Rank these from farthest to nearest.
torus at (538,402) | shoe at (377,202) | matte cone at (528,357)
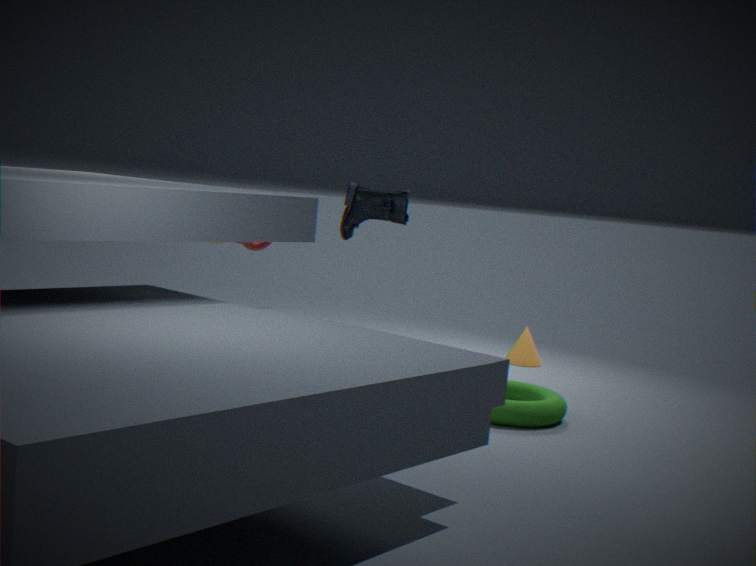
matte cone at (528,357) → shoe at (377,202) → torus at (538,402)
